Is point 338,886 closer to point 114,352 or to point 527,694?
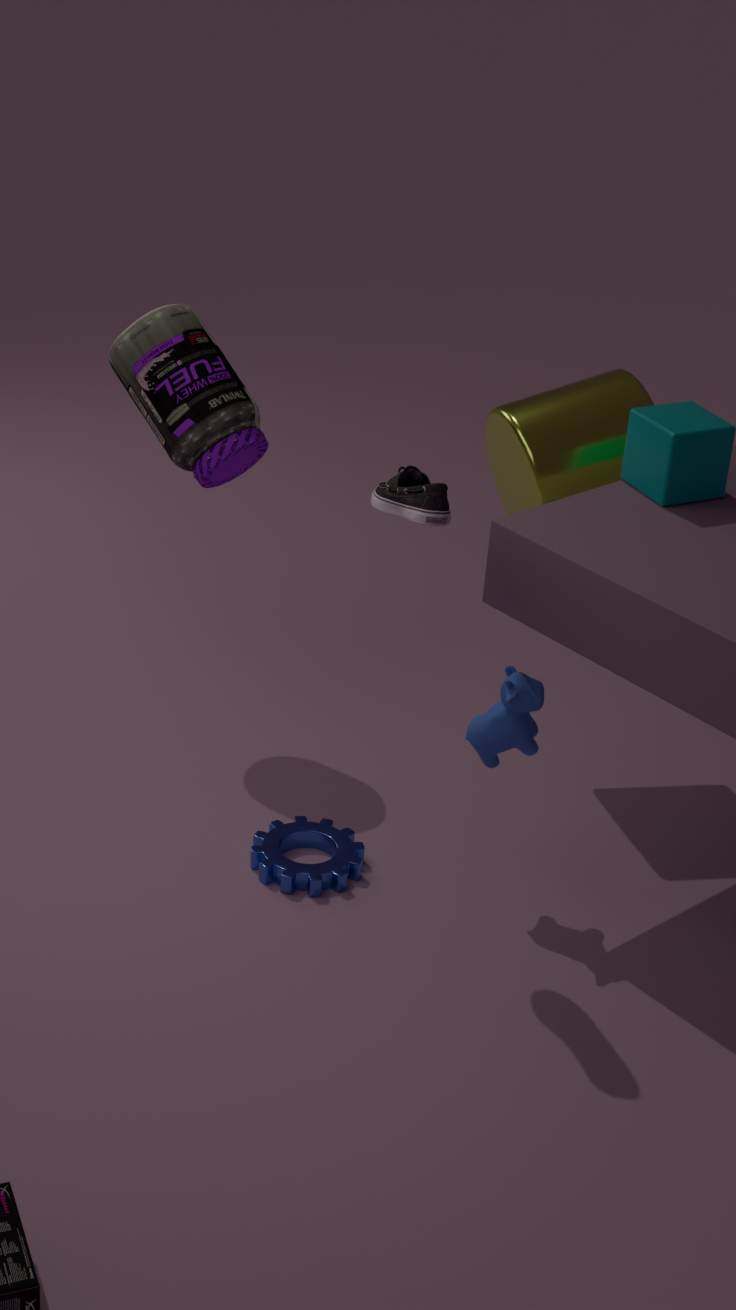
point 527,694
